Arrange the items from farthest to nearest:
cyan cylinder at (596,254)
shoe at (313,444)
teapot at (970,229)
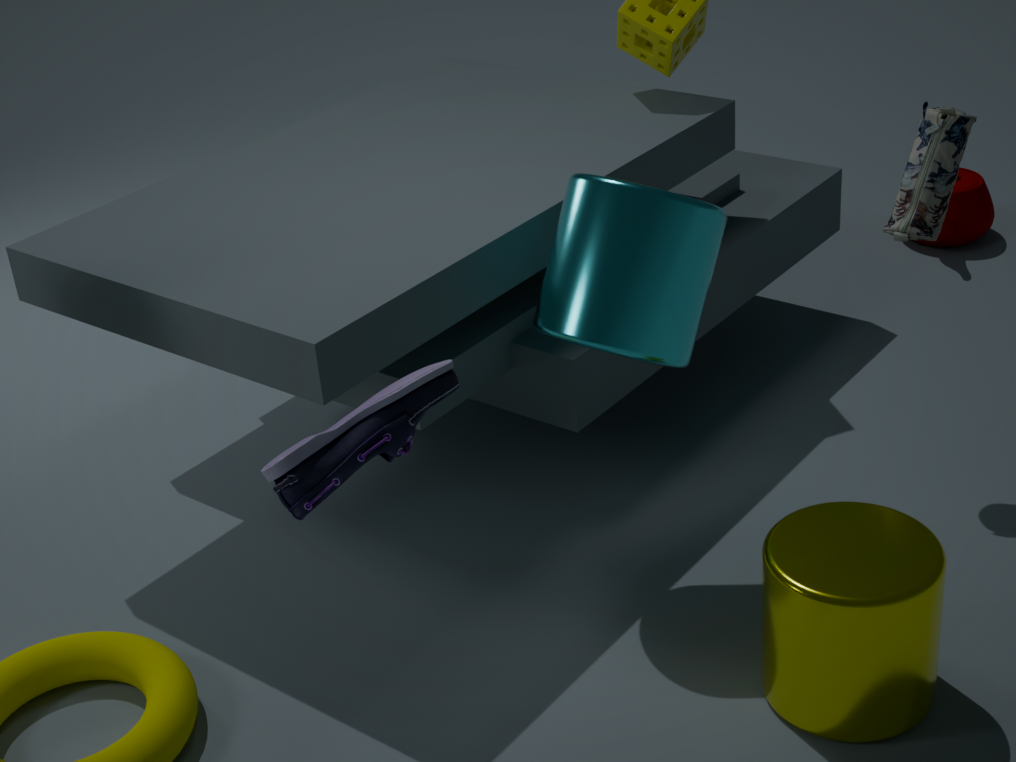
teapot at (970,229)
cyan cylinder at (596,254)
shoe at (313,444)
